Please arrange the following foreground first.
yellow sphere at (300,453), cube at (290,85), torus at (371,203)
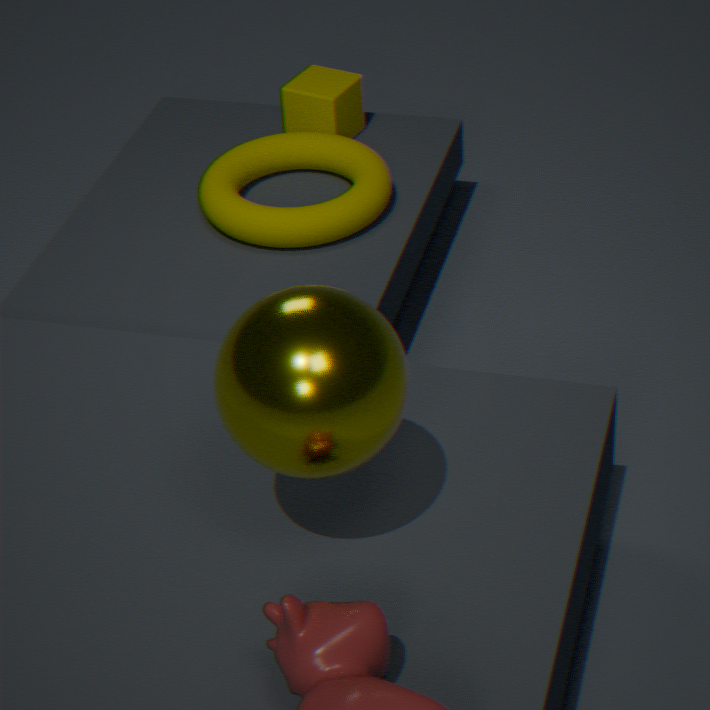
1. yellow sphere at (300,453)
2. torus at (371,203)
3. cube at (290,85)
